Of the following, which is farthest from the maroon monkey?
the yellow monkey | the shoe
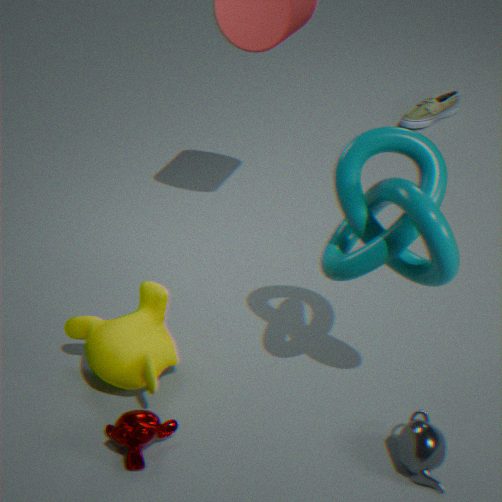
the shoe
